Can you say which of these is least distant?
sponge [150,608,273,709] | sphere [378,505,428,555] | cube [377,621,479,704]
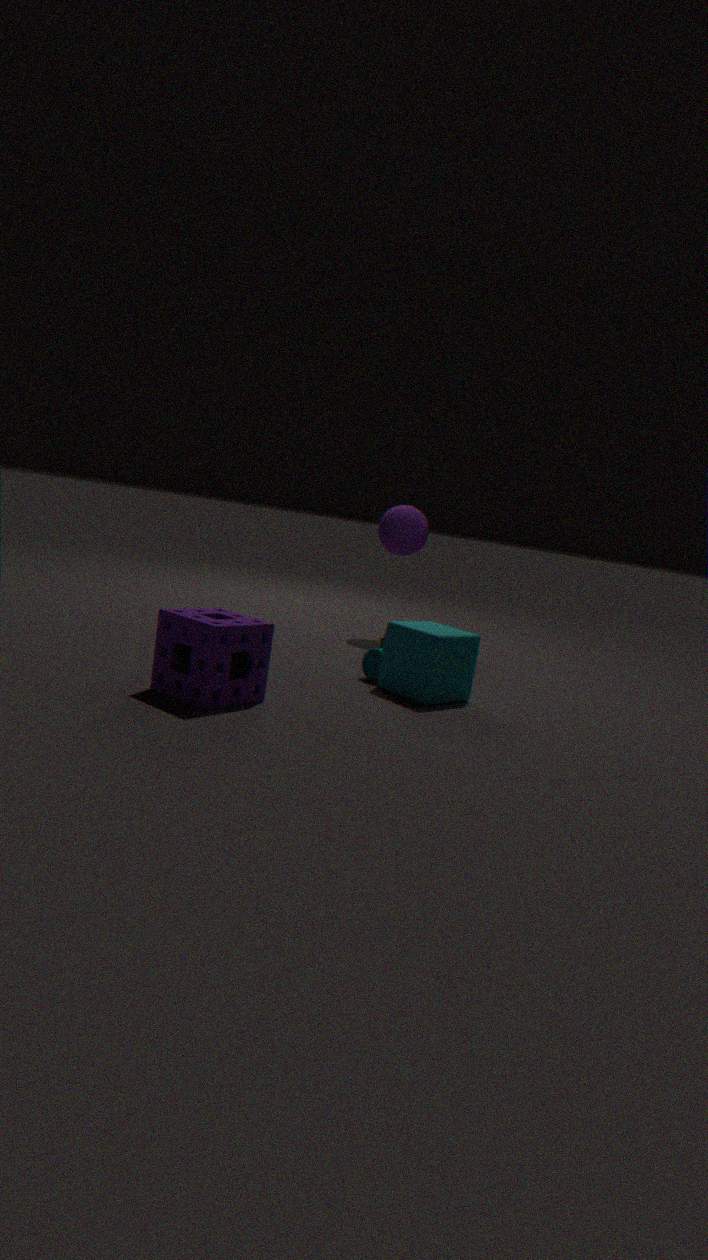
sponge [150,608,273,709]
